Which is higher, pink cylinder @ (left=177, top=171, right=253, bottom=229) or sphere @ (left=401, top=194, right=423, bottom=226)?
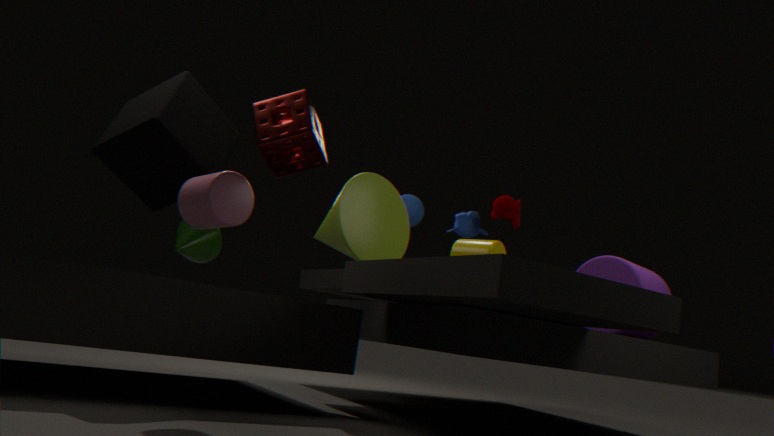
sphere @ (left=401, top=194, right=423, bottom=226)
